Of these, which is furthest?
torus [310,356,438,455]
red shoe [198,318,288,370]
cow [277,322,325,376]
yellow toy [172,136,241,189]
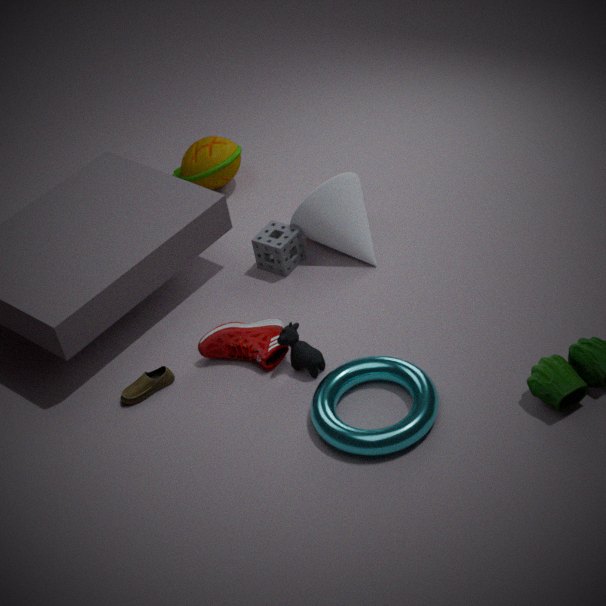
yellow toy [172,136,241,189]
